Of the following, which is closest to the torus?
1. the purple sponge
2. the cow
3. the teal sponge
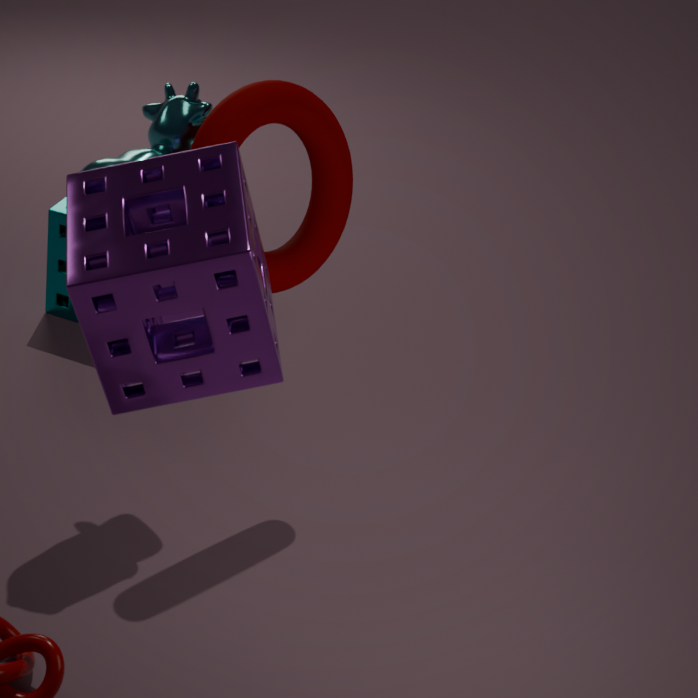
the cow
